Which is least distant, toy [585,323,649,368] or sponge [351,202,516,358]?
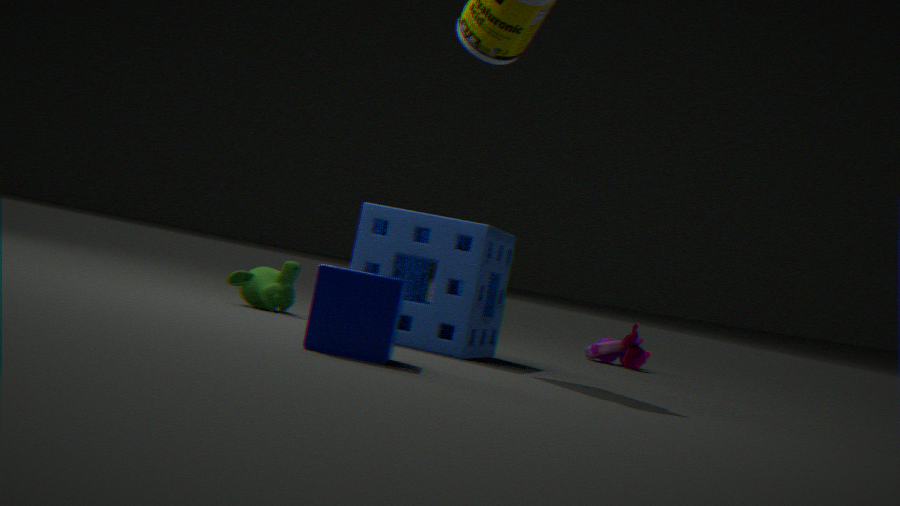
sponge [351,202,516,358]
